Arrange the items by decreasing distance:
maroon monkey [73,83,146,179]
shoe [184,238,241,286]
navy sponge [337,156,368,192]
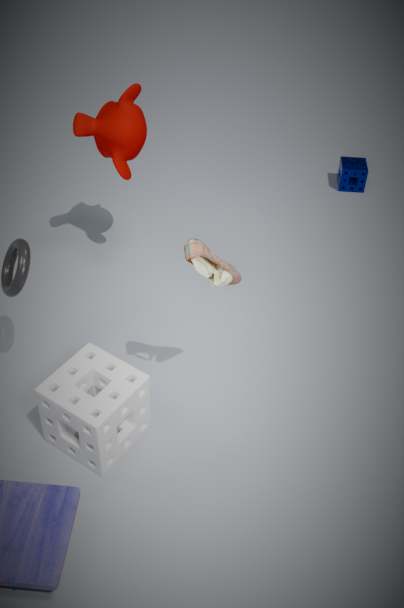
navy sponge [337,156,368,192] < maroon monkey [73,83,146,179] < shoe [184,238,241,286]
